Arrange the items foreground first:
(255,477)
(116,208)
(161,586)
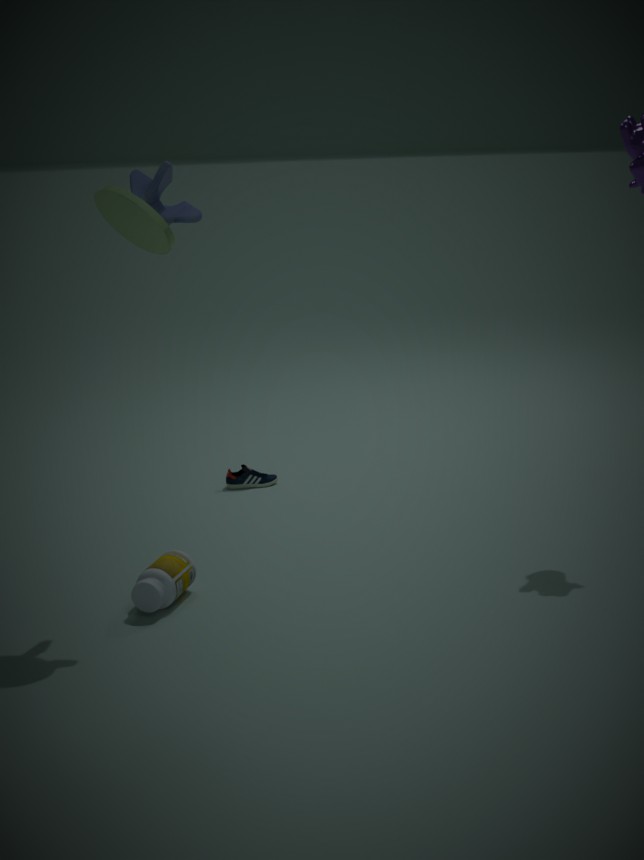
(116,208)
(161,586)
(255,477)
